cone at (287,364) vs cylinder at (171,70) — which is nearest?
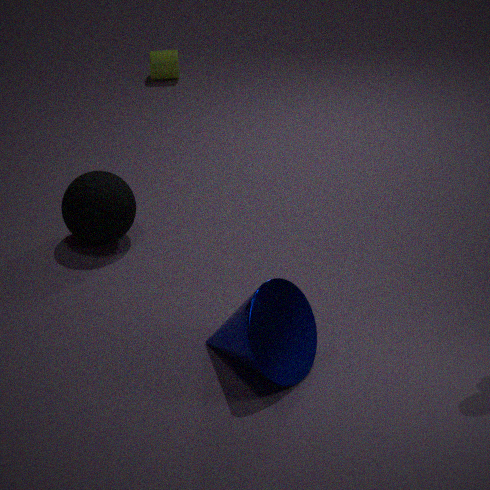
cone at (287,364)
